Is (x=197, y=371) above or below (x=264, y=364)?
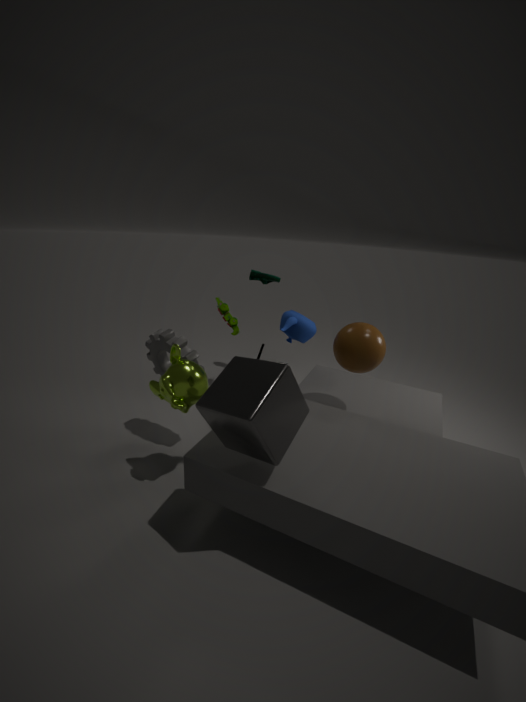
below
